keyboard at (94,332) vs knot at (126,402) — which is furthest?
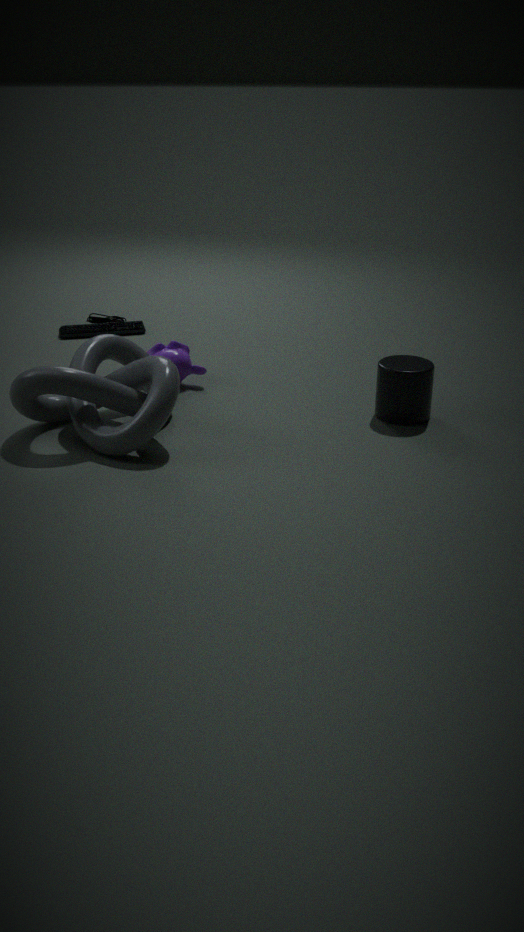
keyboard at (94,332)
